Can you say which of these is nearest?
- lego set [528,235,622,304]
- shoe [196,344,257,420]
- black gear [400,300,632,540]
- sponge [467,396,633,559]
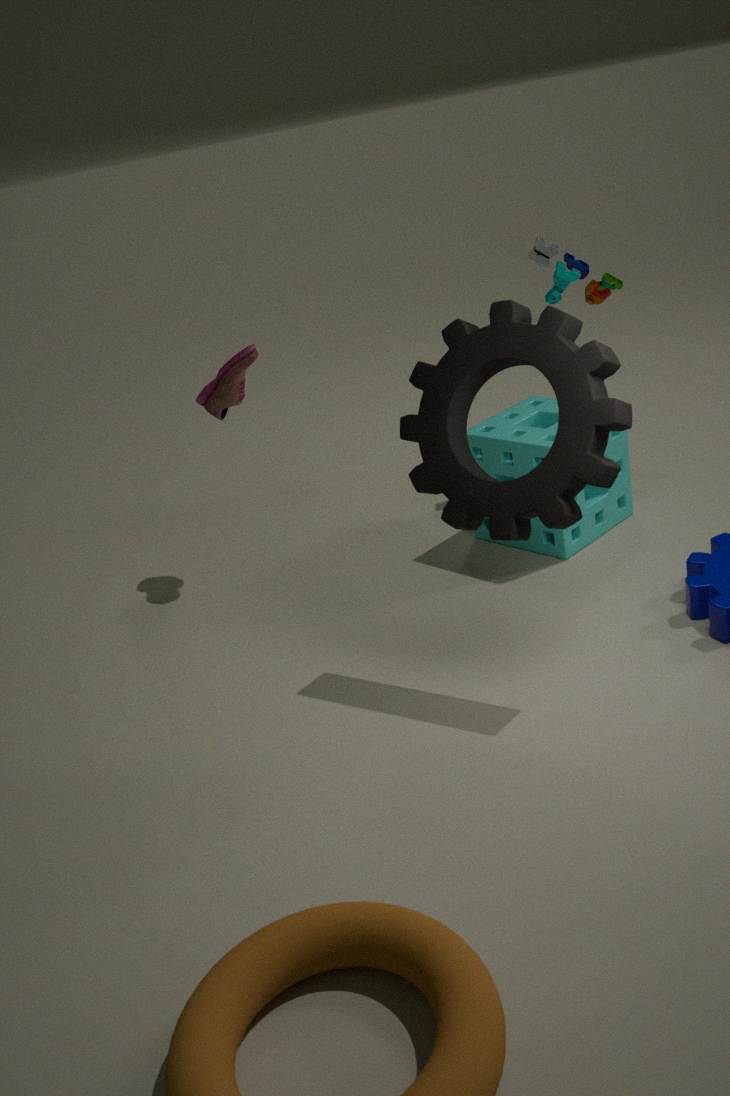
black gear [400,300,632,540]
